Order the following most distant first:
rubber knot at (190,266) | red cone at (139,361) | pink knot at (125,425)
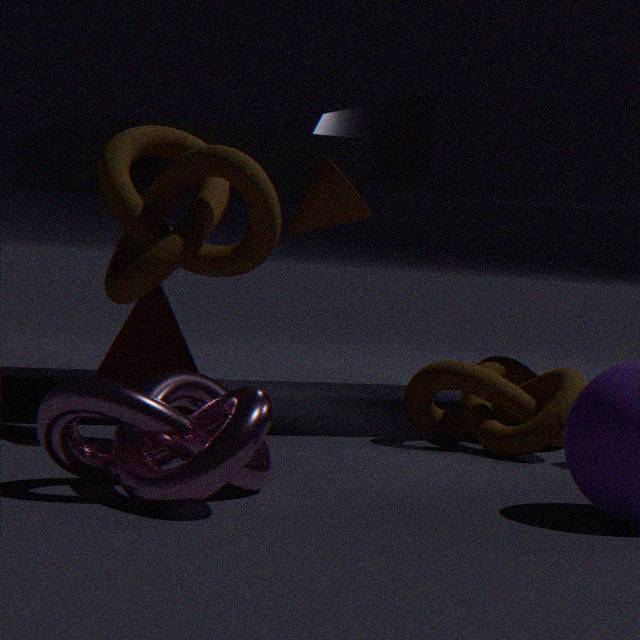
red cone at (139,361) → rubber knot at (190,266) → pink knot at (125,425)
